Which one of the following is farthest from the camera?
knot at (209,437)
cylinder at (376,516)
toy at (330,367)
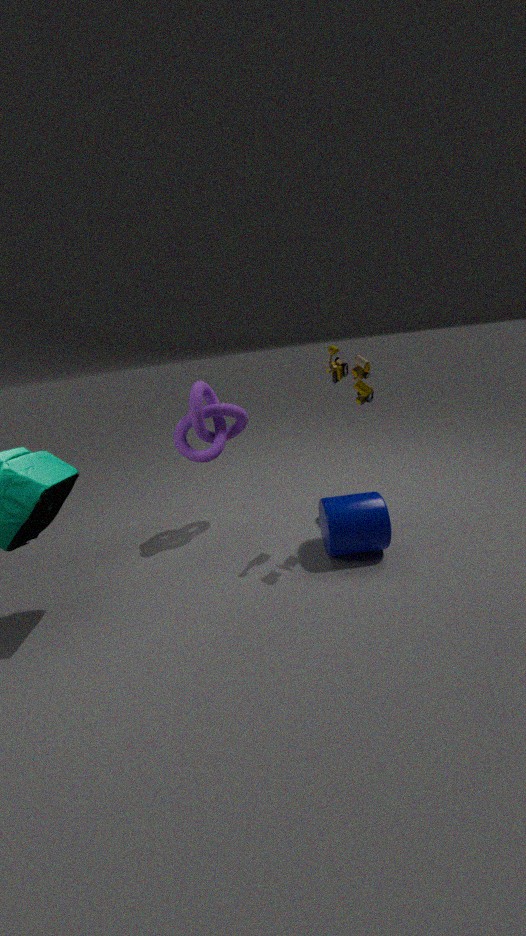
knot at (209,437)
